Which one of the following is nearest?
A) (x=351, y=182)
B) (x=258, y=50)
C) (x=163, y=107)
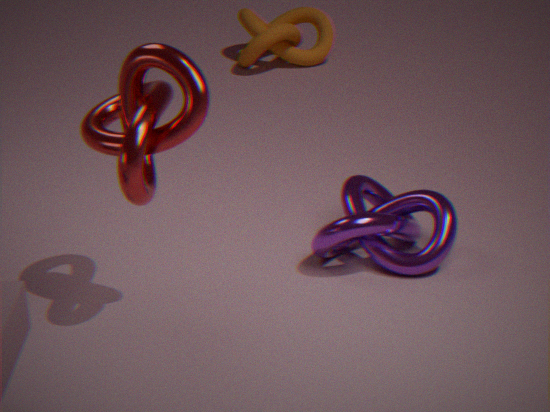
(x=163, y=107)
